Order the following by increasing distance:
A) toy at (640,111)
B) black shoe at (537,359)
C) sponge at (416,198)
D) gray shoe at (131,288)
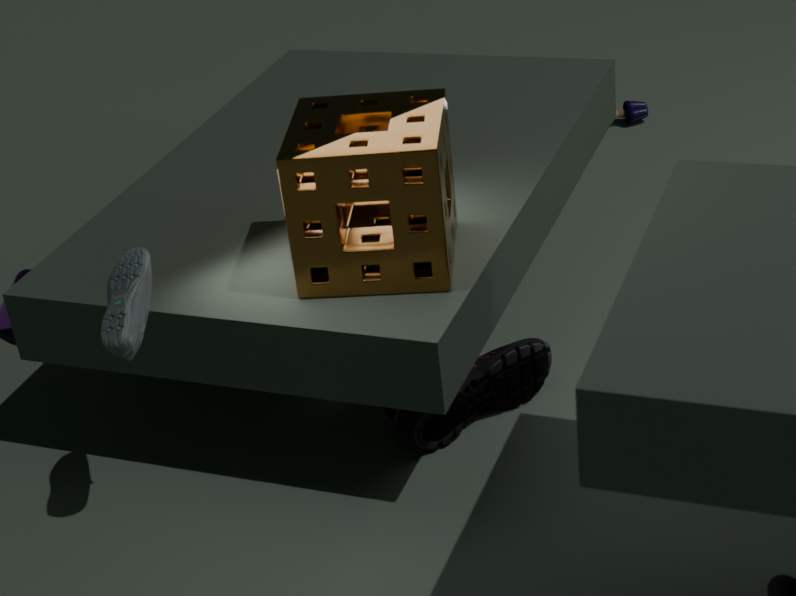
gray shoe at (131,288) < sponge at (416,198) < black shoe at (537,359) < toy at (640,111)
